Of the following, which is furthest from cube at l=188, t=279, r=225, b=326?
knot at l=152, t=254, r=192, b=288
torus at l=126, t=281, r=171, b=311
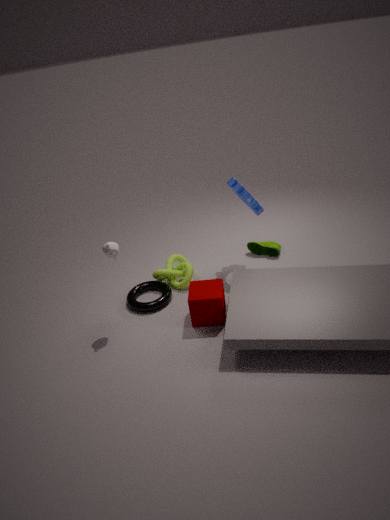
knot at l=152, t=254, r=192, b=288
